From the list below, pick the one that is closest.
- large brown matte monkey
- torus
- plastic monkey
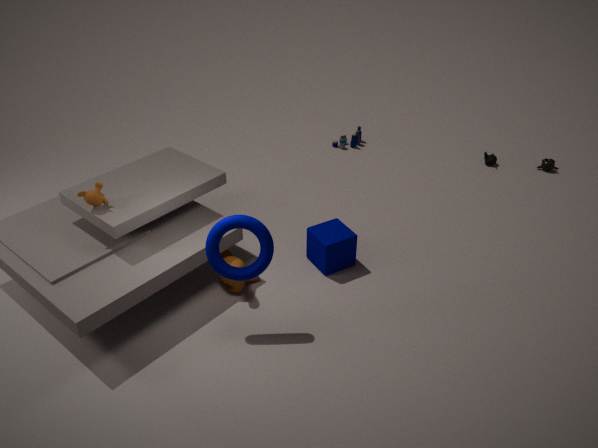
torus
